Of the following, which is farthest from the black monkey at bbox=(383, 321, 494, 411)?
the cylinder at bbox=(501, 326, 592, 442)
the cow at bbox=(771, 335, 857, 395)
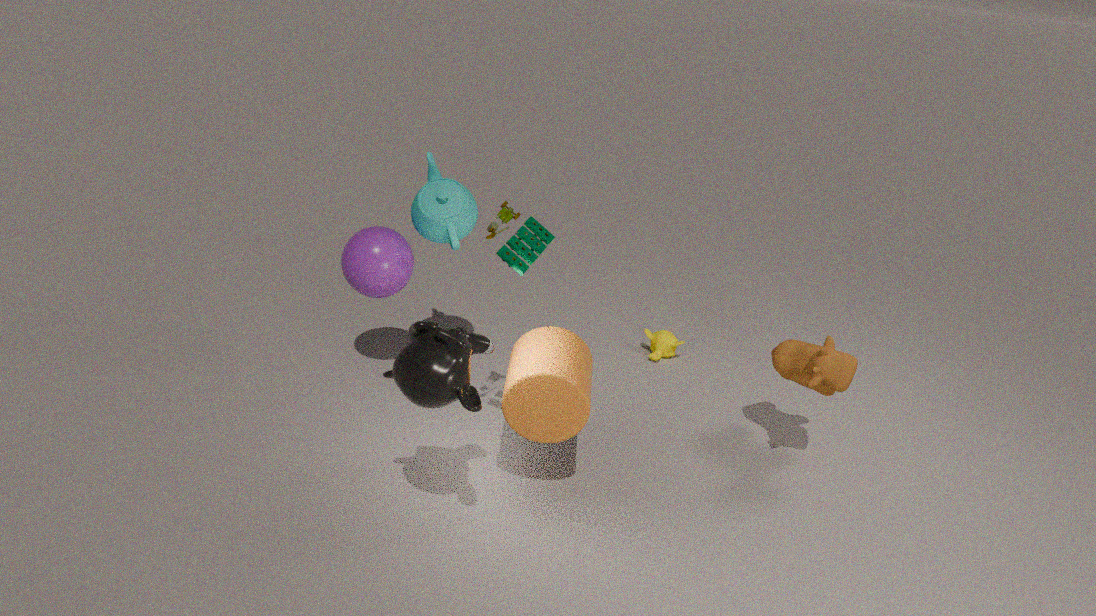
the cow at bbox=(771, 335, 857, 395)
